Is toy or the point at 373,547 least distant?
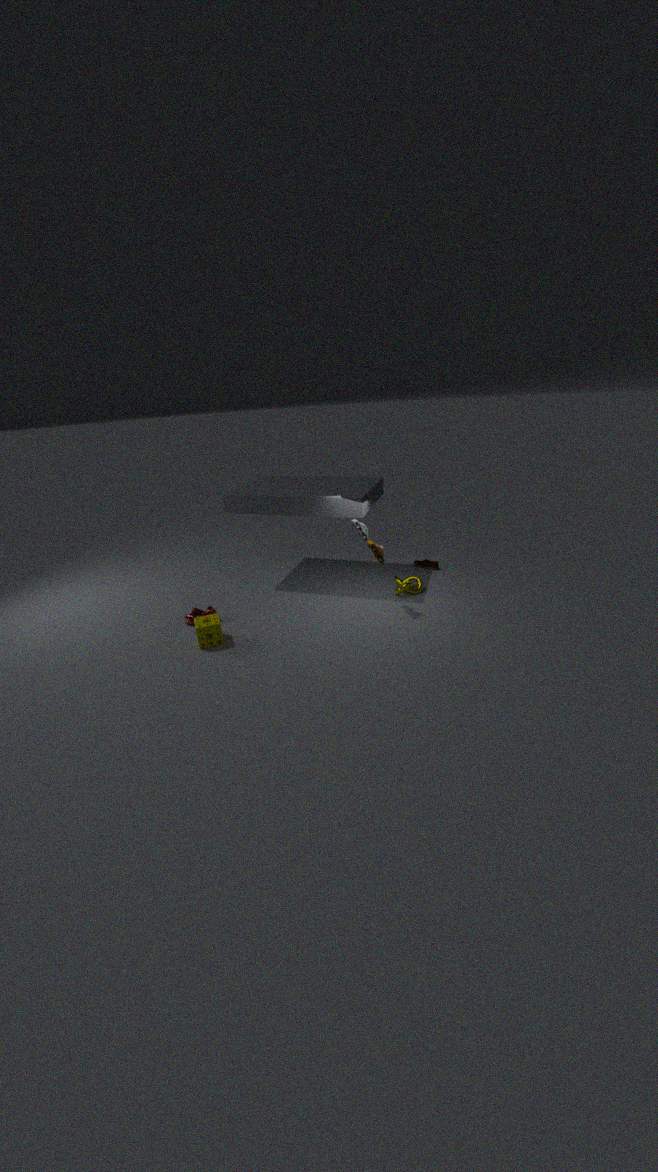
toy
